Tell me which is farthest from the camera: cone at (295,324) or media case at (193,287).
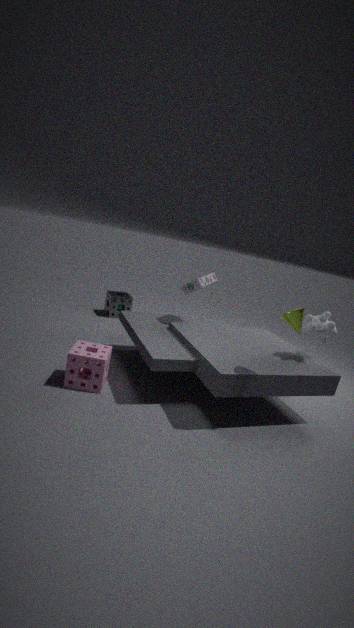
media case at (193,287)
